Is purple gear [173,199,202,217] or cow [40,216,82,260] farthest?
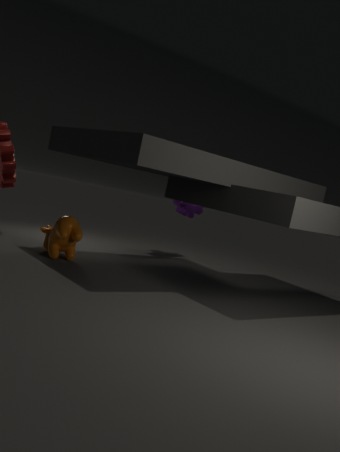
purple gear [173,199,202,217]
